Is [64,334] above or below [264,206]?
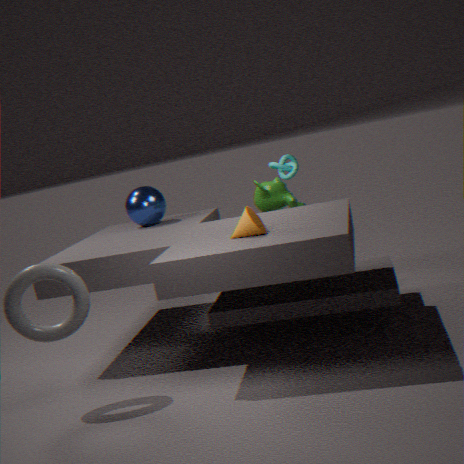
below
